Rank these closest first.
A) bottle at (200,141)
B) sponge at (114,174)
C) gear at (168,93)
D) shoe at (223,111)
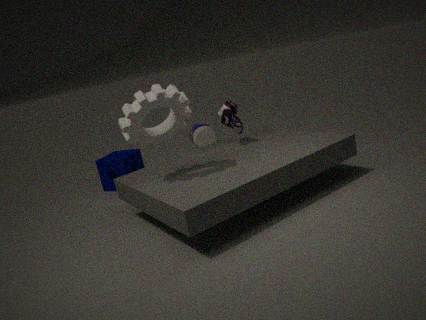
gear at (168,93)
shoe at (223,111)
sponge at (114,174)
bottle at (200,141)
